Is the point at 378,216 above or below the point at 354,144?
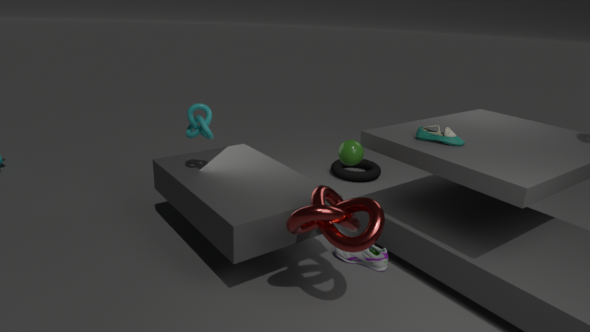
below
